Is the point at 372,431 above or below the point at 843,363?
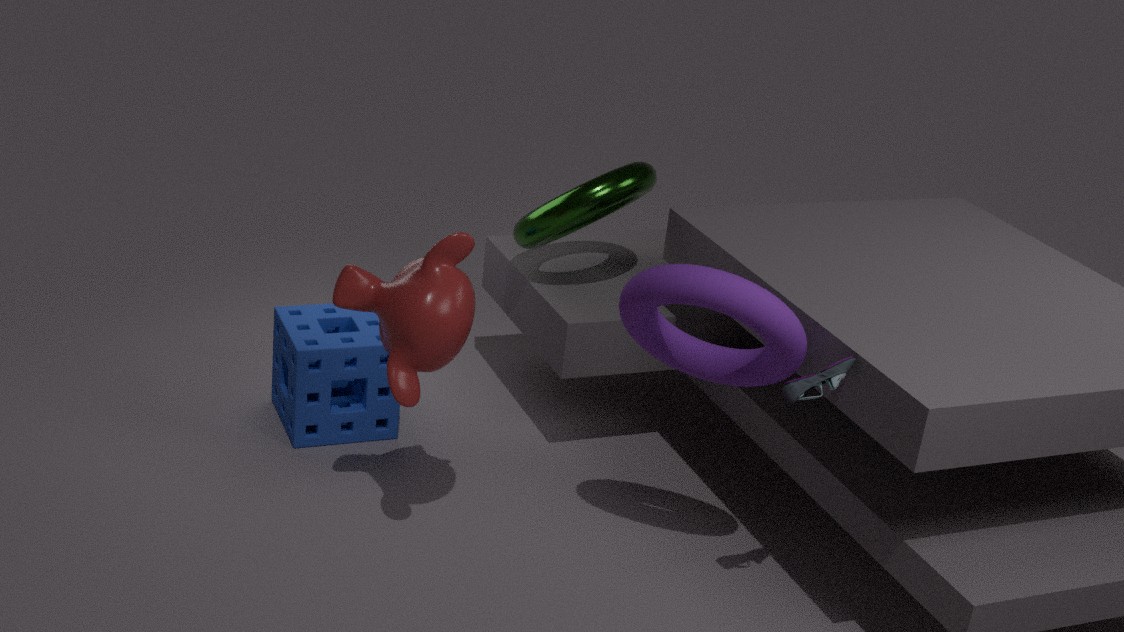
below
